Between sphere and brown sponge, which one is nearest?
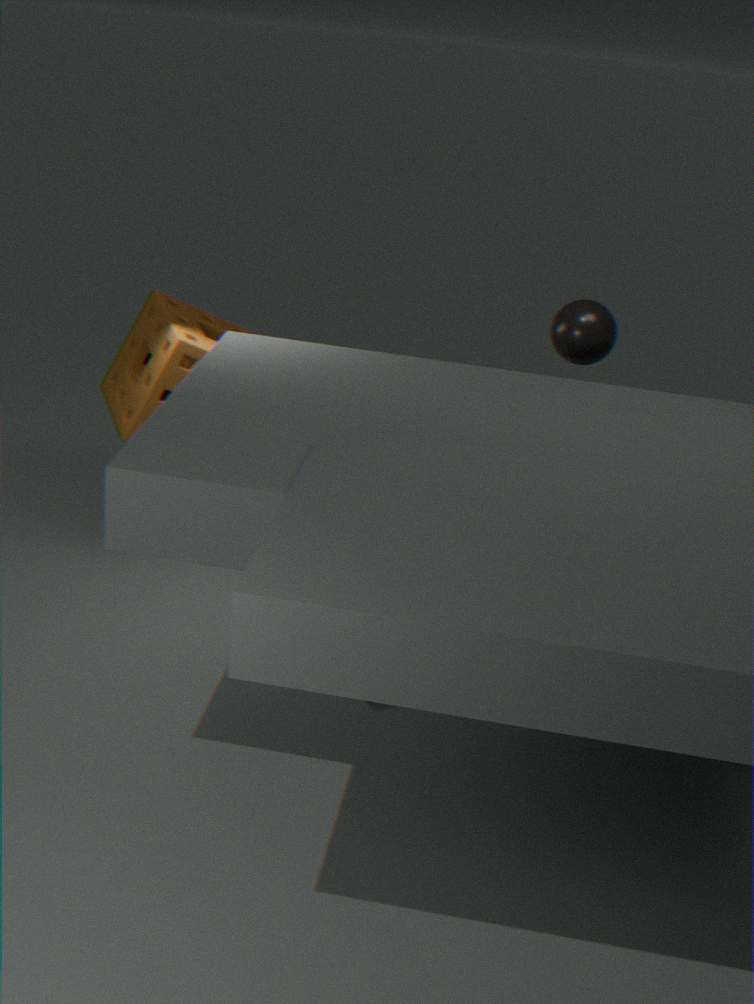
sphere
